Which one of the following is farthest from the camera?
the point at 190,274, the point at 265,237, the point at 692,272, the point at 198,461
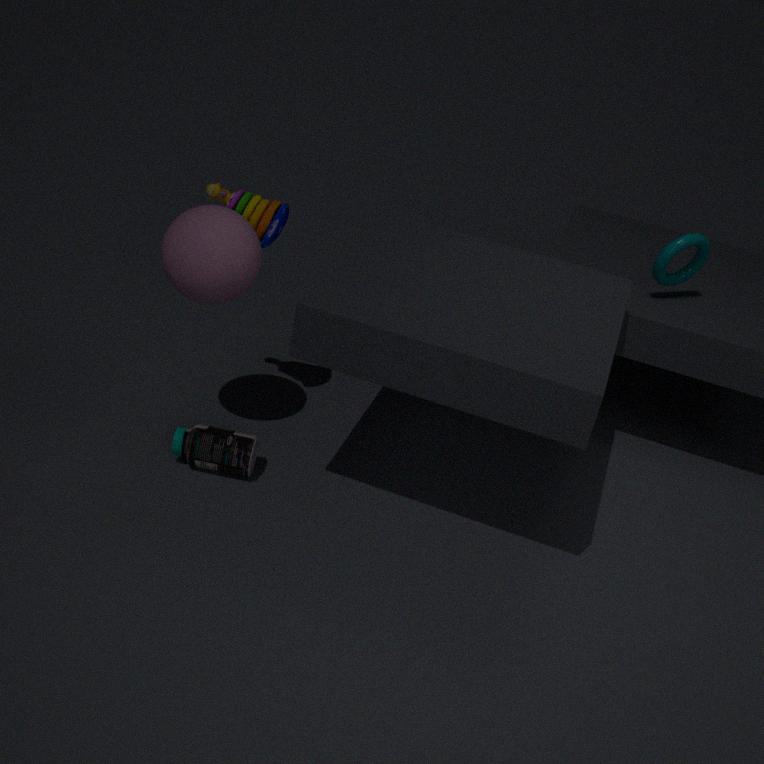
the point at 692,272
